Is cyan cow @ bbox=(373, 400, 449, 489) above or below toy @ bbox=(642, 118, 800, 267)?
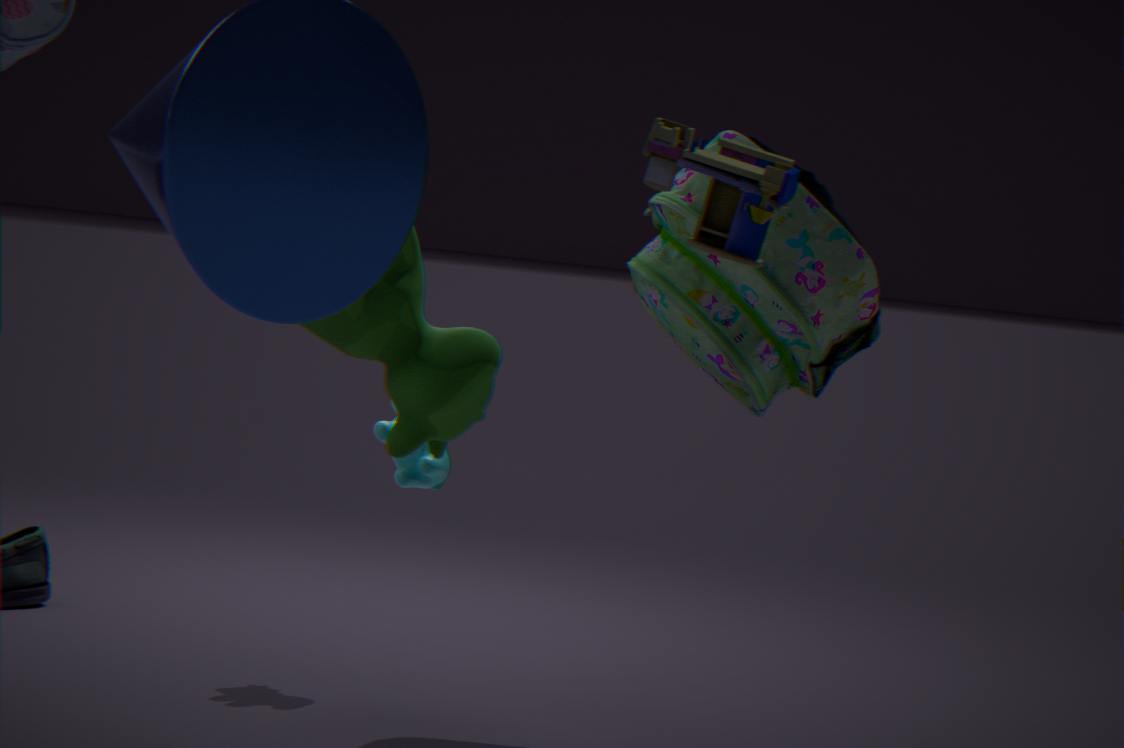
below
